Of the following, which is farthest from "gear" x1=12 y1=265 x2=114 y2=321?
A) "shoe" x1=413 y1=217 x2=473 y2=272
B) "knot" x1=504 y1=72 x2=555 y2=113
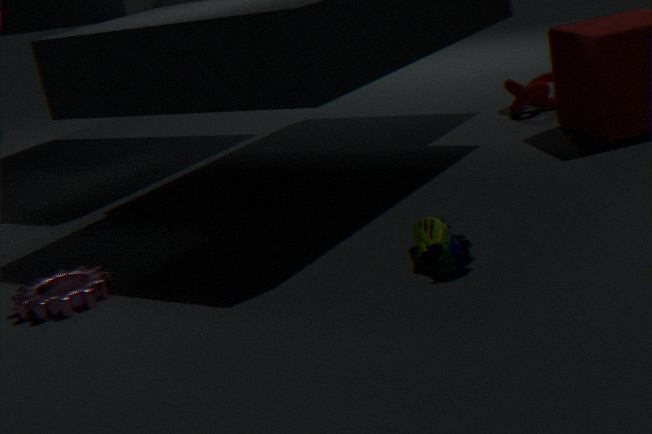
"knot" x1=504 y1=72 x2=555 y2=113
